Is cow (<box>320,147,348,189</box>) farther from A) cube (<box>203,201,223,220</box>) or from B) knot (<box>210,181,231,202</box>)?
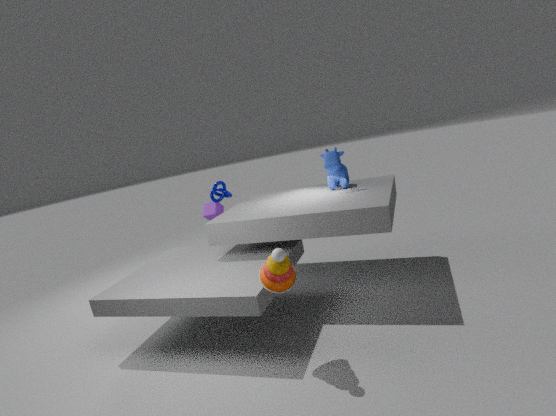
A) cube (<box>203,201,223,220</box>)
